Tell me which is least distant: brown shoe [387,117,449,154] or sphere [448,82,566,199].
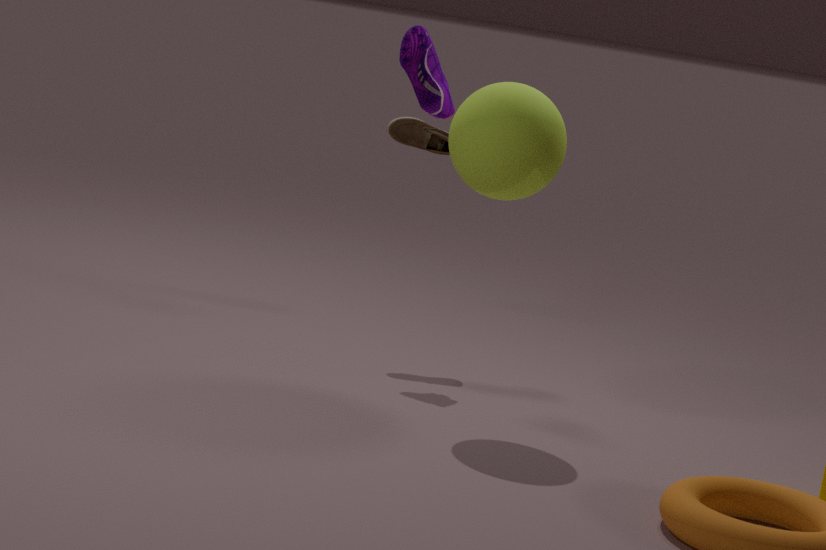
sphere [448,82,566,199]
